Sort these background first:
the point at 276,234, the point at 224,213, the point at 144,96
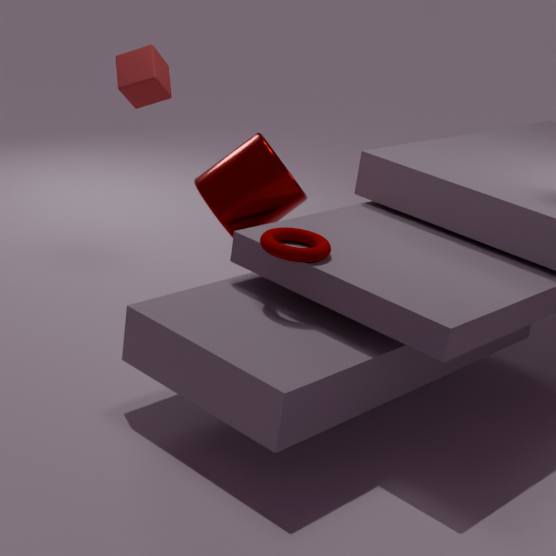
1. the point at 144,96
2. the point at 224,213
3. the point at 276,234
